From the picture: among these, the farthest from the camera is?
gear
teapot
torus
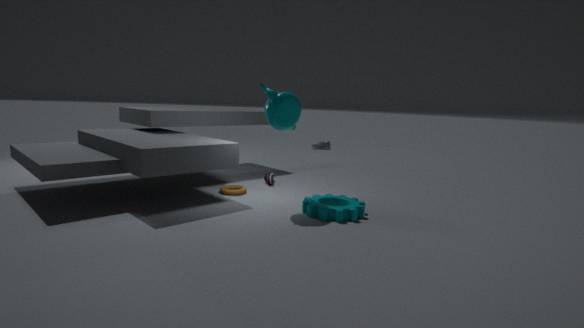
torus
